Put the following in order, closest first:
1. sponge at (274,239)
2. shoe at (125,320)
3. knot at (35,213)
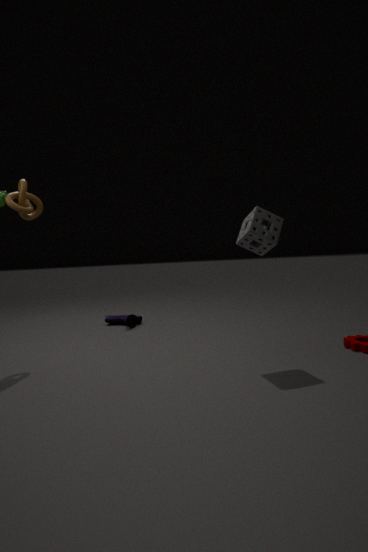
sponge at (274,239)
knot at (35,213)
shoe at (125,320)
